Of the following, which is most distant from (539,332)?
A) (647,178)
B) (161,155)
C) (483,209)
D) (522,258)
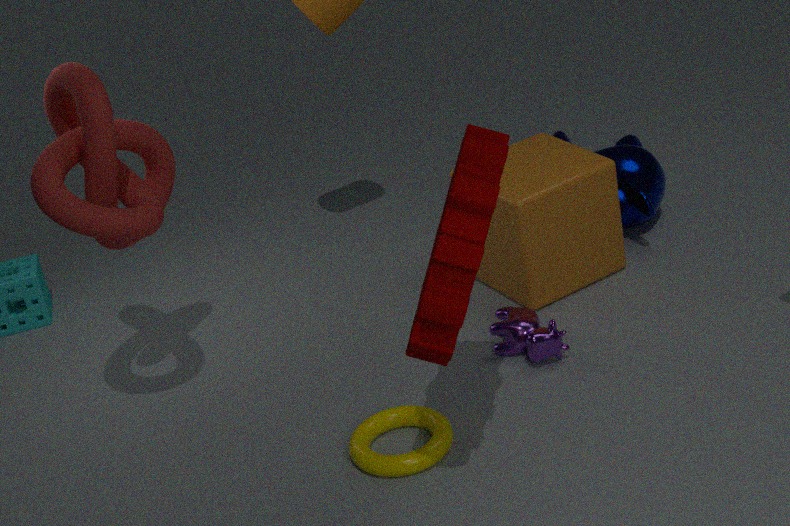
(161,155)
